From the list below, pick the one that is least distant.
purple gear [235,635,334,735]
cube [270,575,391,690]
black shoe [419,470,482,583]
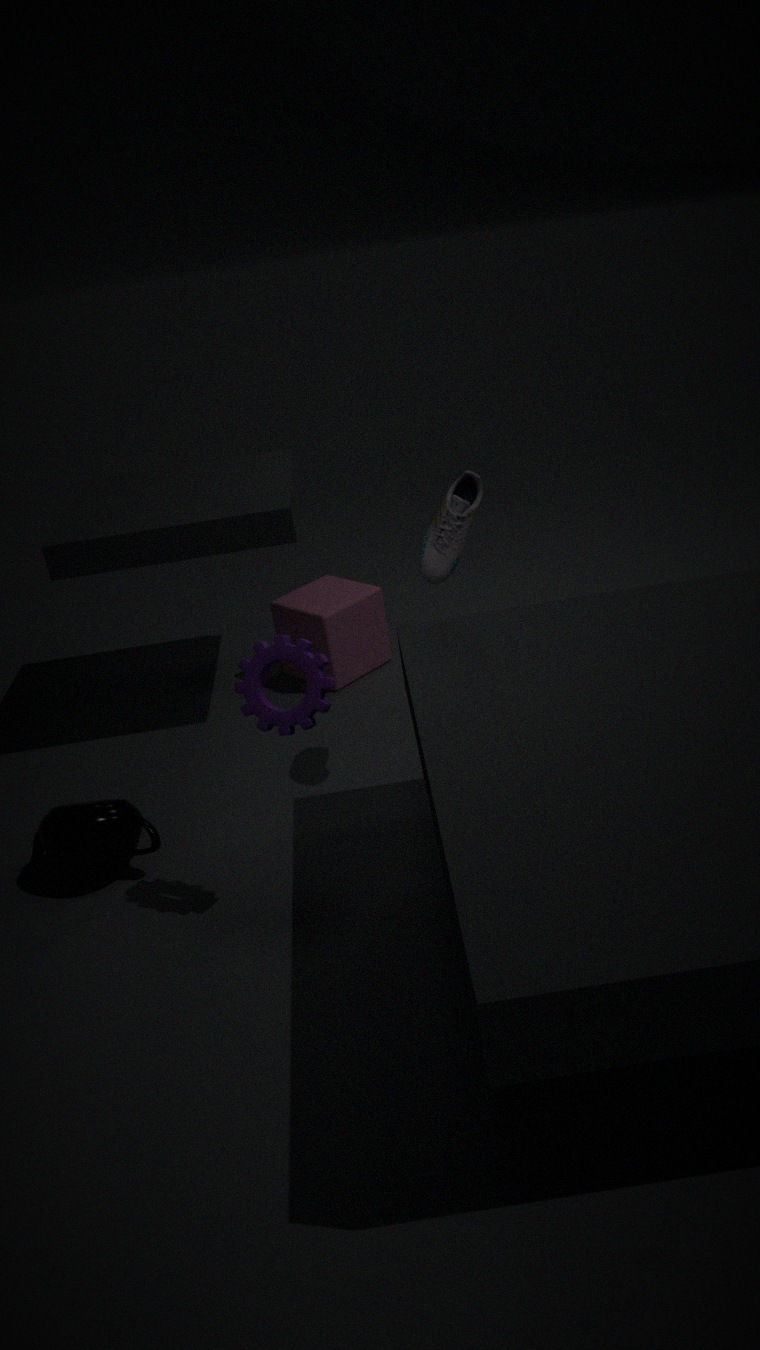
purple gear [235,635,334,735]
